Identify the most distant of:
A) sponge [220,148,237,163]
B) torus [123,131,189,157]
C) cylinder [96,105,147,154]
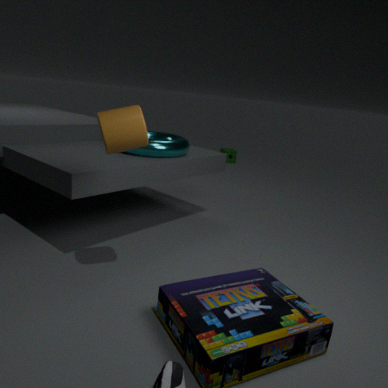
sponge [220,148,237,163]
